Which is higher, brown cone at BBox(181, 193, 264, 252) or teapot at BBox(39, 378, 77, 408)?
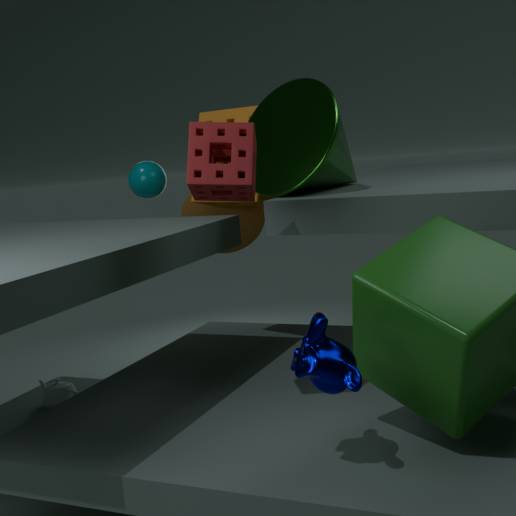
brown cone at BBox(181, 193, 264, 252)
